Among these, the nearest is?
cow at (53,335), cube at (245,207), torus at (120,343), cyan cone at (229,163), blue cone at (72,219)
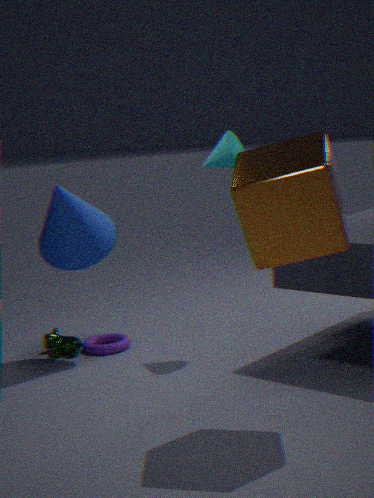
cube at (245,207)
